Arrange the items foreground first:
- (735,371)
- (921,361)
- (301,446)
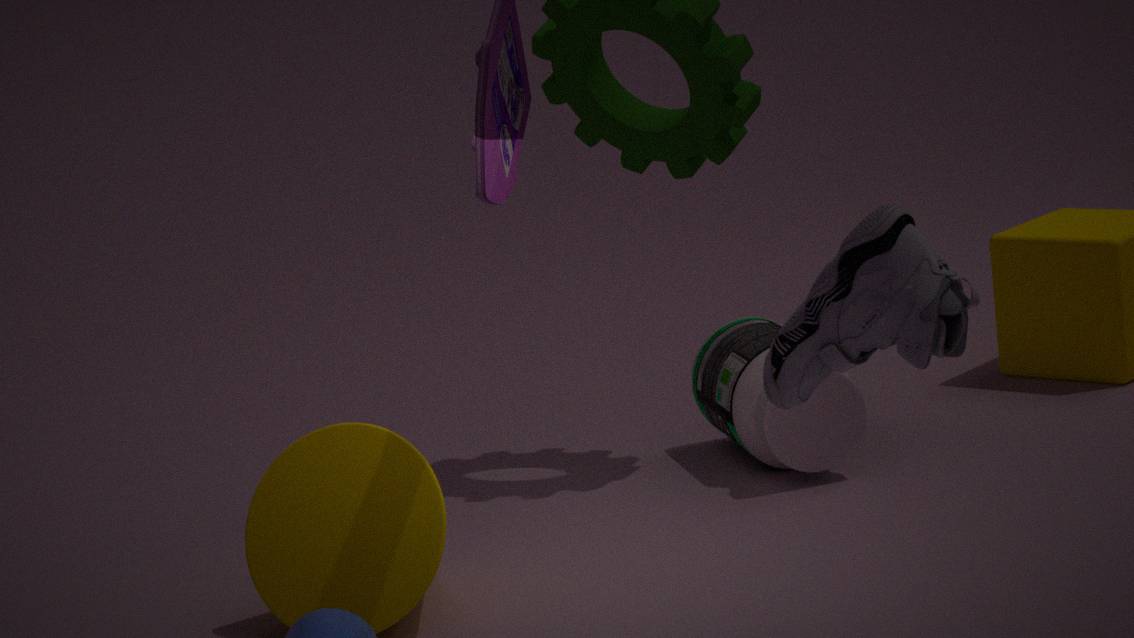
1. (921,361)
2. (301,446)
3. (735,371)
